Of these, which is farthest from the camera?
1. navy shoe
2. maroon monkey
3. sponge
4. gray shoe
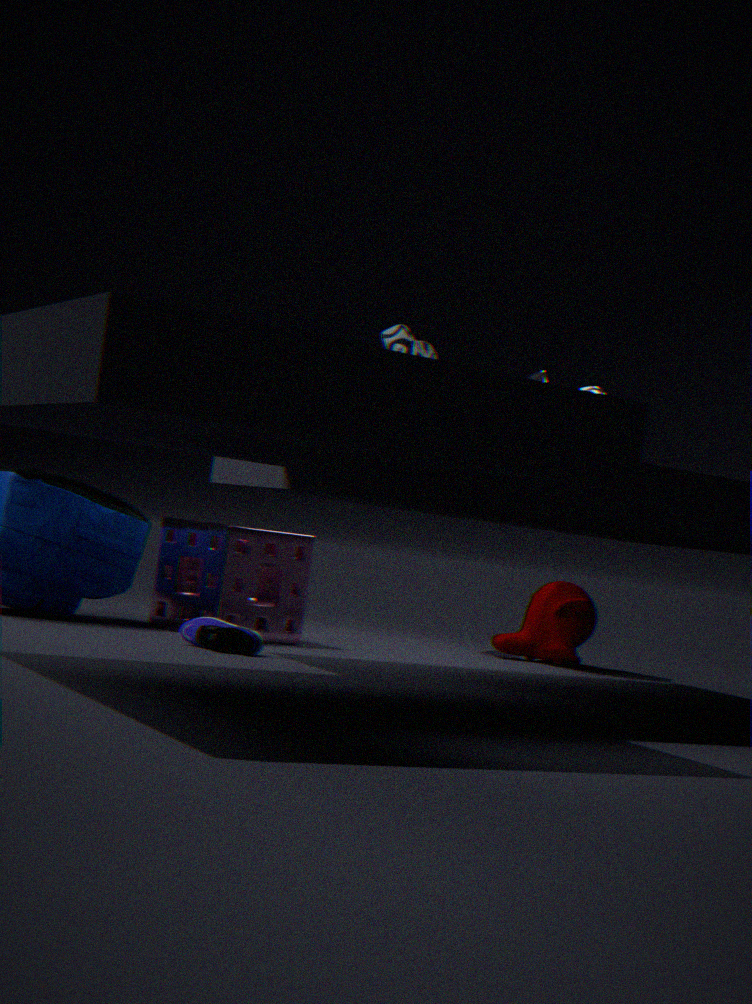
gray shoe
